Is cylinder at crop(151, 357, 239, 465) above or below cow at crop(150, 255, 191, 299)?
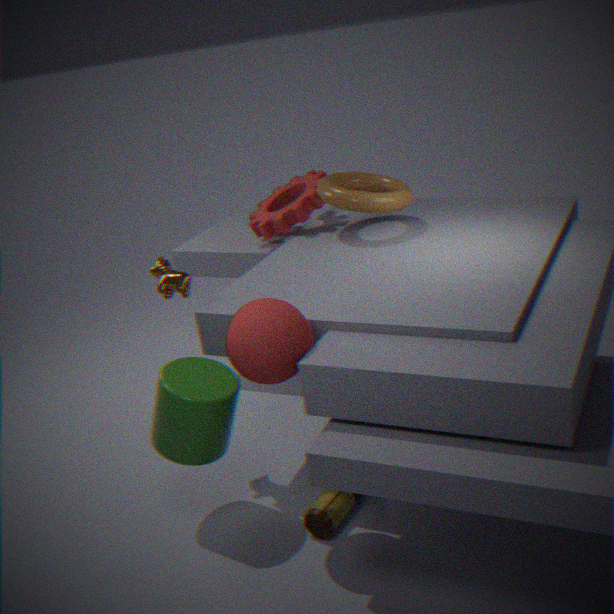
below
